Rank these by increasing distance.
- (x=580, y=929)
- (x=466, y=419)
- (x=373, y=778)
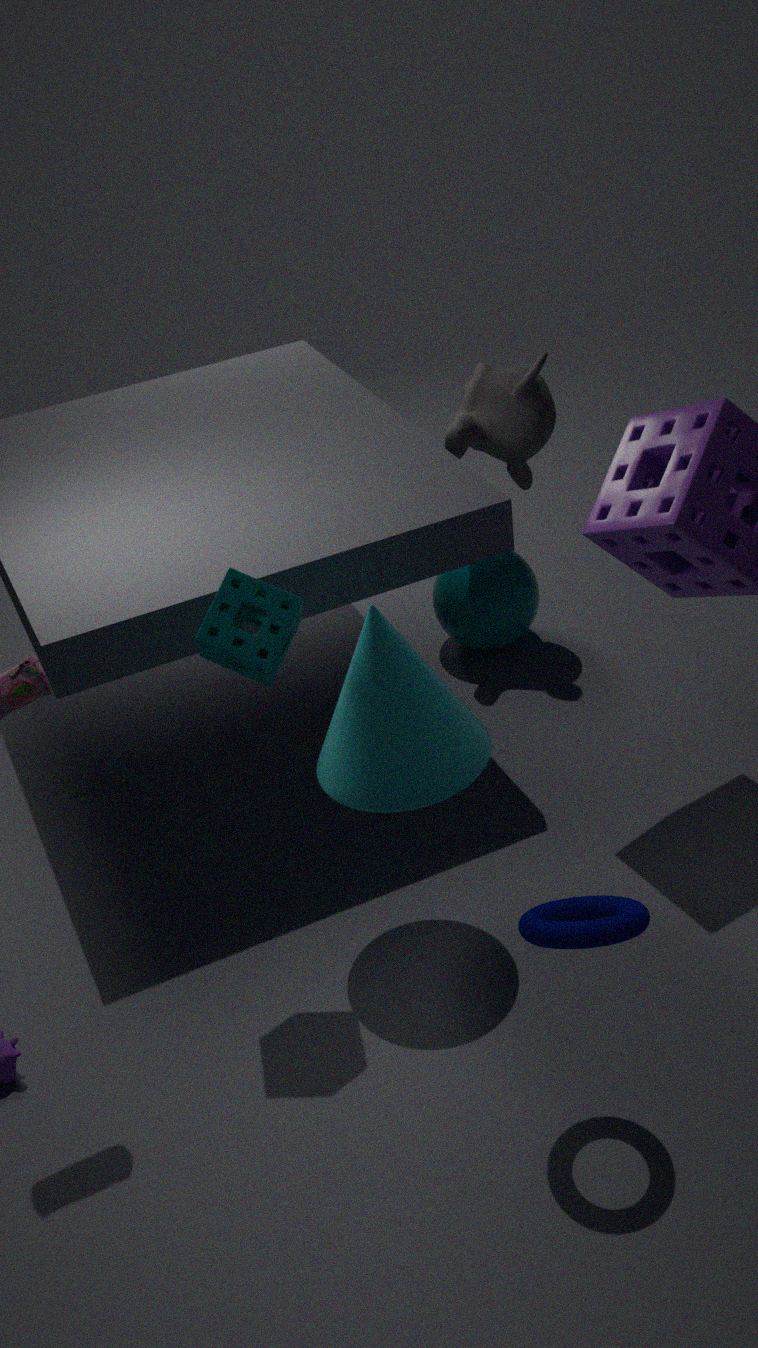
(x=580, y=929)
(x=373, y=778)
(x=466, y=419)
